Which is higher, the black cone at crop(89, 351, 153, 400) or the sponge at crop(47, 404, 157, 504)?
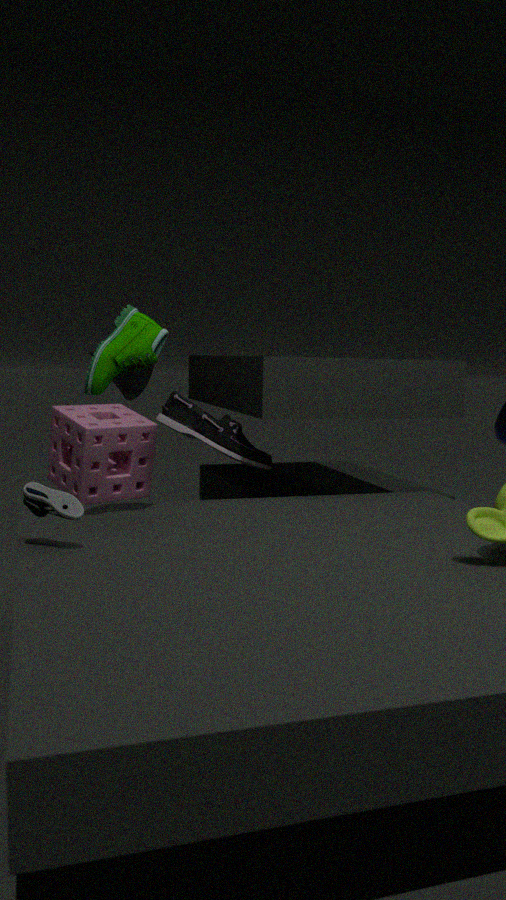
the black cone at crop(89, 351, 153, 400)
